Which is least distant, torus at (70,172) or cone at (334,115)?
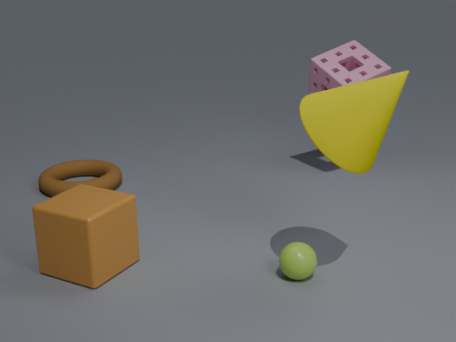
cone at (334,115)
